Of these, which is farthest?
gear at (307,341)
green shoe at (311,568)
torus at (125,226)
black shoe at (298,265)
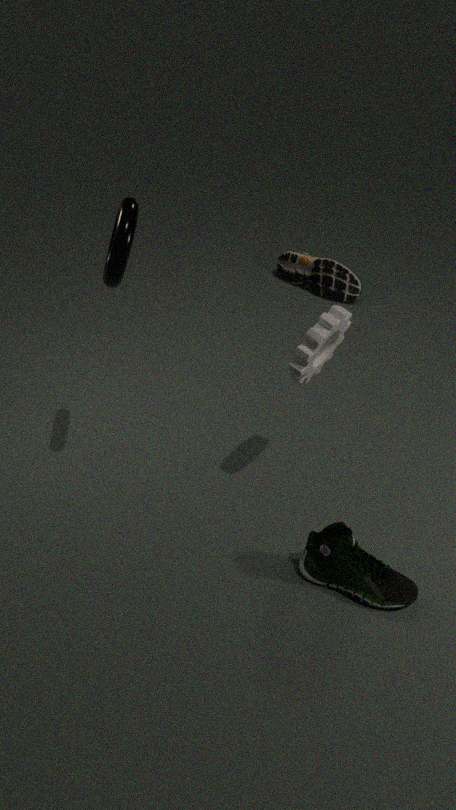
black shoe at (298,265)
